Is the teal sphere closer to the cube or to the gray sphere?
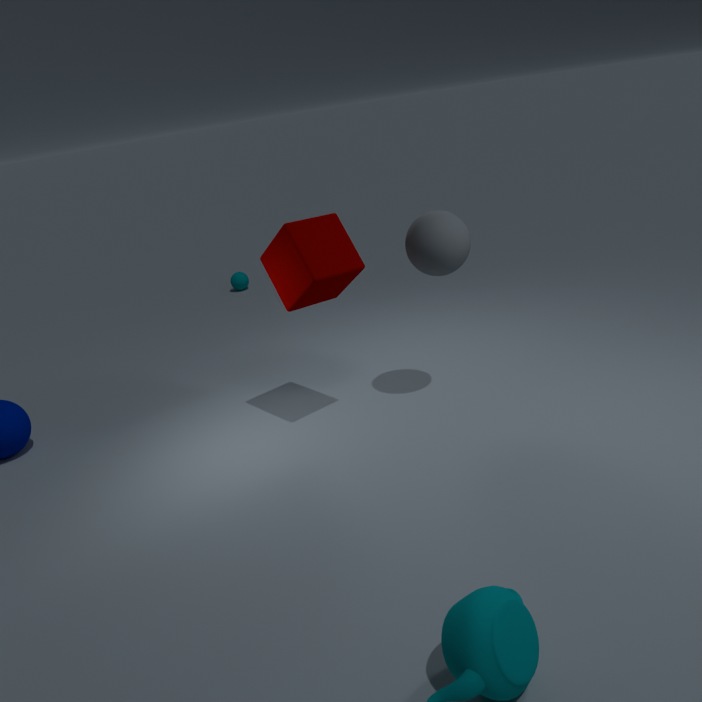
the cube
